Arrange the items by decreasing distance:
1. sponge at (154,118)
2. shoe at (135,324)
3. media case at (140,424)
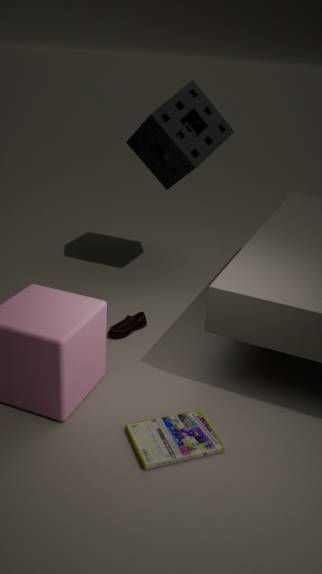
sponge at (154,118) < shoe at (135,324) < media case at (140,424)
